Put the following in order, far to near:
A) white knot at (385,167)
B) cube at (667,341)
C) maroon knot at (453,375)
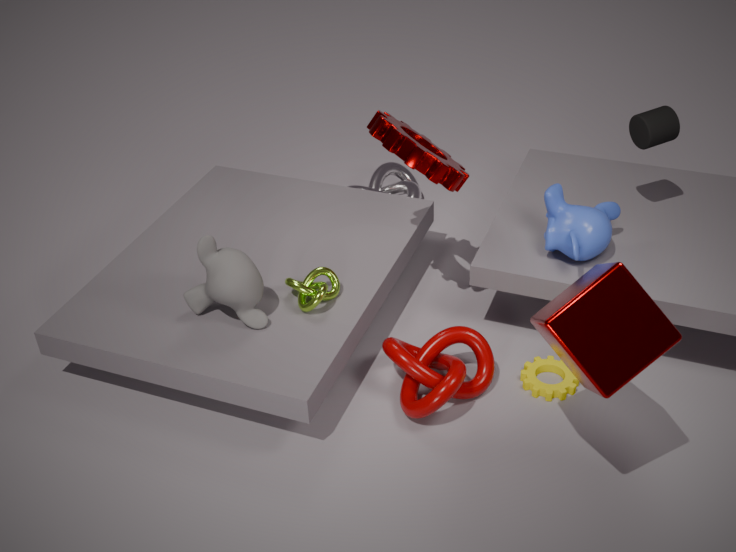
white knot at (385,167)
maroon knot at (453,375)
cube at (667,341)
